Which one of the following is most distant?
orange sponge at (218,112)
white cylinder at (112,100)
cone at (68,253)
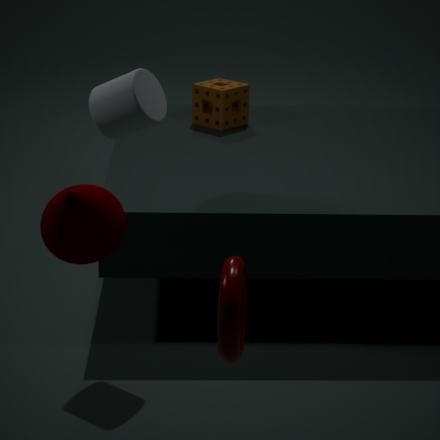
orange sponge at (218,112)
